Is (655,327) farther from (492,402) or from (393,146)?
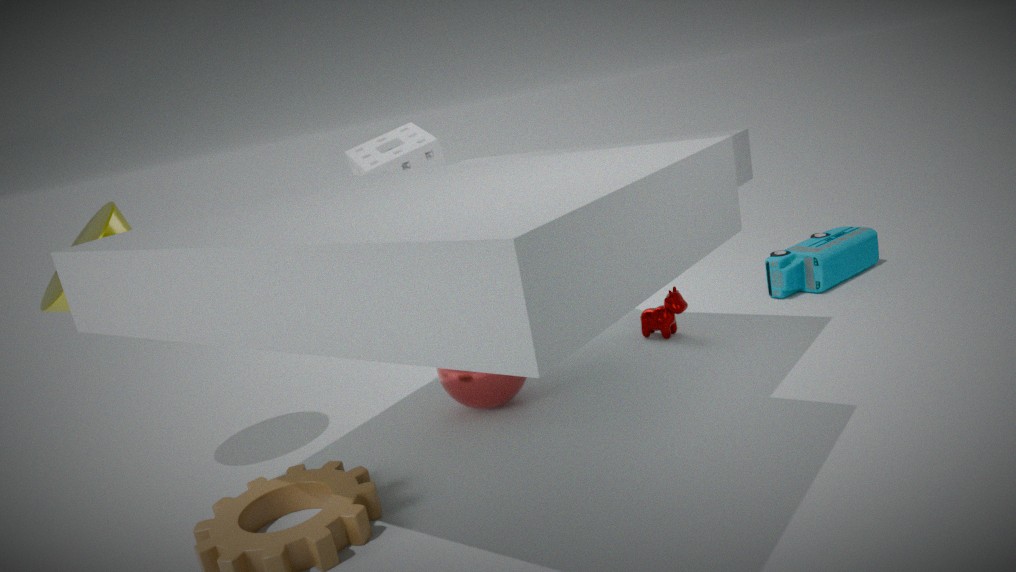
(393,146)
